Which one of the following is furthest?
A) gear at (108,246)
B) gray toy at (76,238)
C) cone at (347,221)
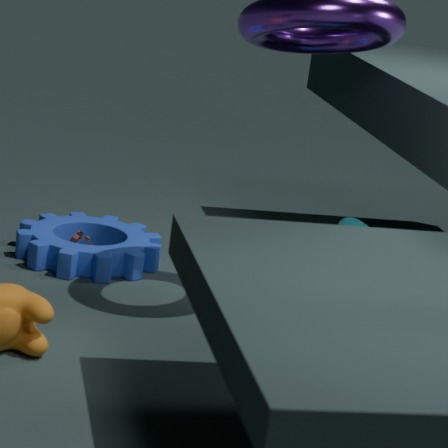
gray toy at (76,238)
